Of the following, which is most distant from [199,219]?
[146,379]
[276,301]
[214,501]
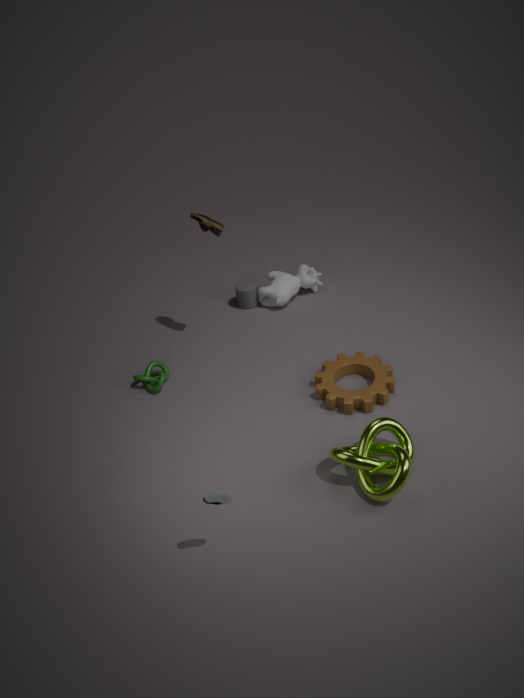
[214,501]
